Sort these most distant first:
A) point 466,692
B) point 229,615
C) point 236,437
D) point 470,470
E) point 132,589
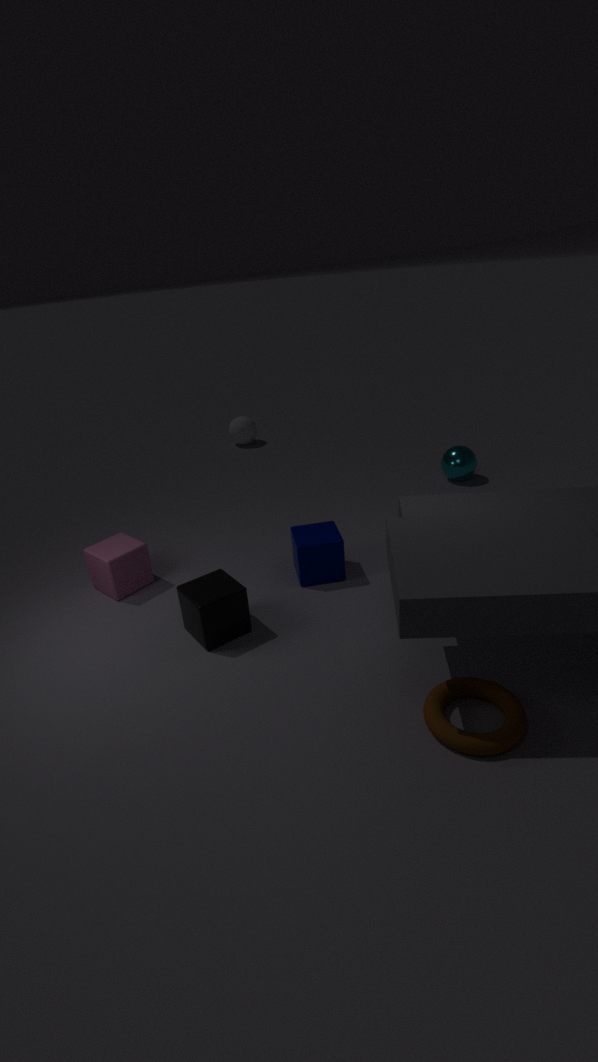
point 236,437 → point 470,470 → point 132,589 → point 229,615 → point 466,692
